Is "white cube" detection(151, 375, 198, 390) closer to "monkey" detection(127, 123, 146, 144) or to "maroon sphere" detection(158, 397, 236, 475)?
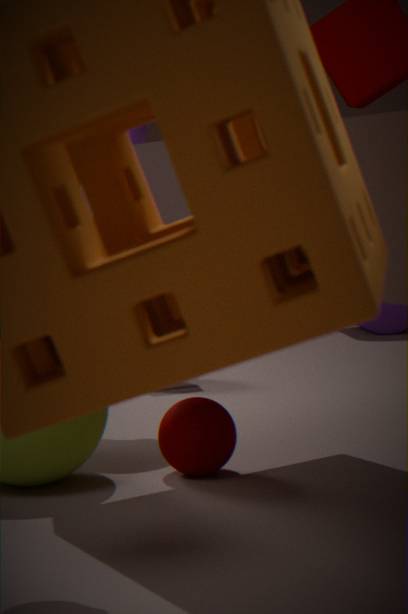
"monkey" detection(127, 123, 146, 144)
